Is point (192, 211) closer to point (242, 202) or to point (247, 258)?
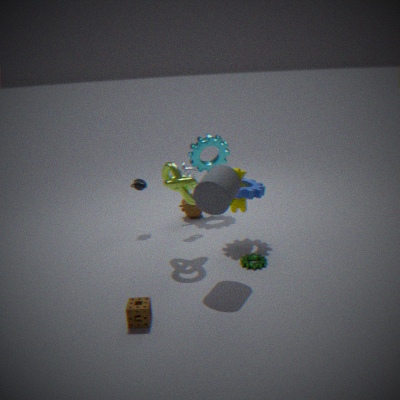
point (242, 202)
